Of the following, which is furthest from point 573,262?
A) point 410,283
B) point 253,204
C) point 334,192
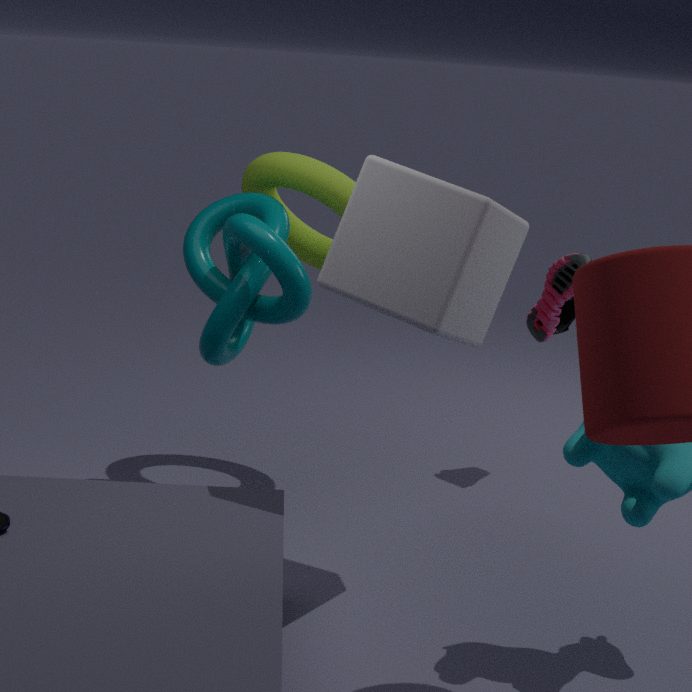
point 410,283
